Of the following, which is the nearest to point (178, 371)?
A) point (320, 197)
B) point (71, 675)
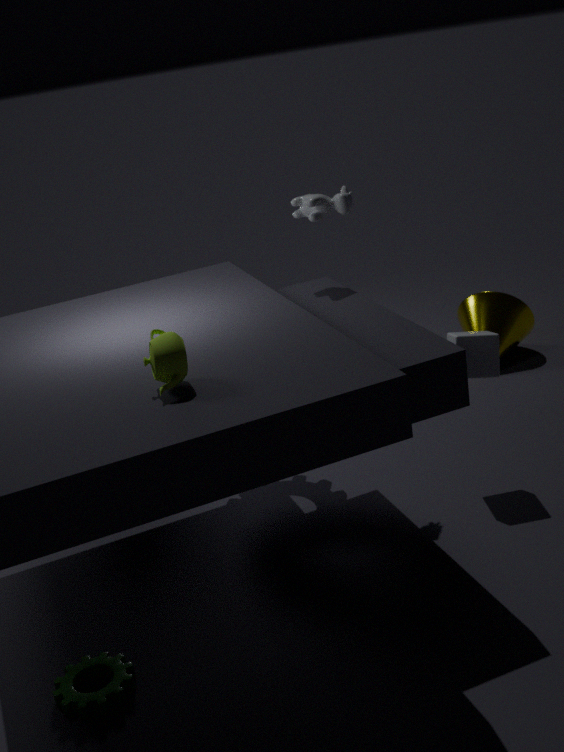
point (71, 675)
